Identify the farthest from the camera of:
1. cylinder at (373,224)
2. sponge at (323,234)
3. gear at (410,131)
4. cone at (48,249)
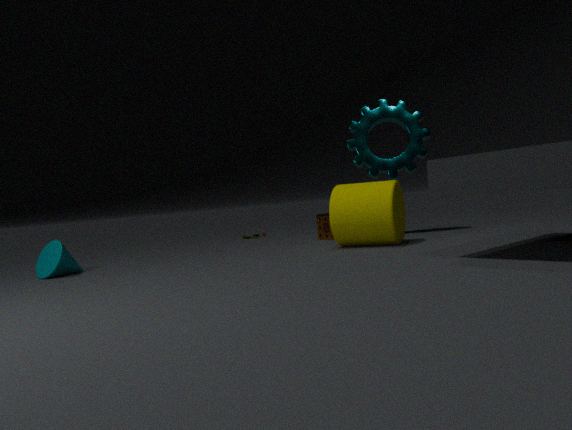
sponge at (323,234)
